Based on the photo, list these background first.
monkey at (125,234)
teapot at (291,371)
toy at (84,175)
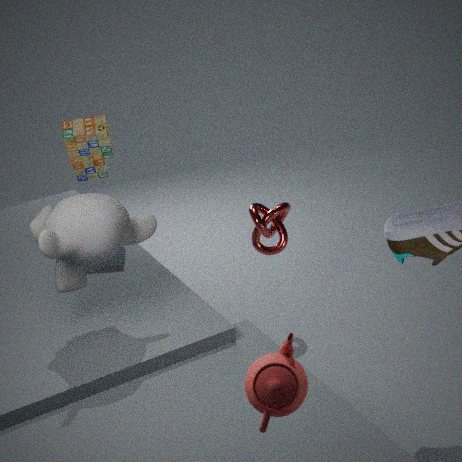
toy at (84,175), monkey at (125,234), teapot at (291,371)
